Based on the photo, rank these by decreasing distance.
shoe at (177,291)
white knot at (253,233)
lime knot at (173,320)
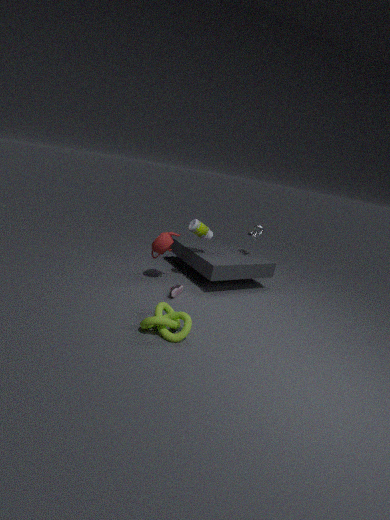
white knot at (253,233)
shoe at (177,291)
lime knot at (173,320)
